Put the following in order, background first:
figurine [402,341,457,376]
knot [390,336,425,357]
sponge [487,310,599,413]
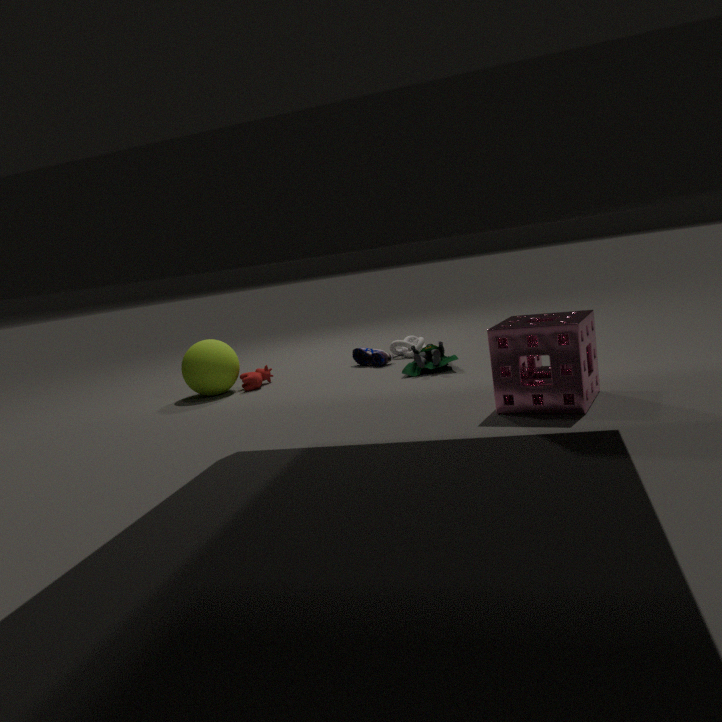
knot [390,336,425,357] → figurine [402,341,457,376] → sponge [487,310,599,413]
